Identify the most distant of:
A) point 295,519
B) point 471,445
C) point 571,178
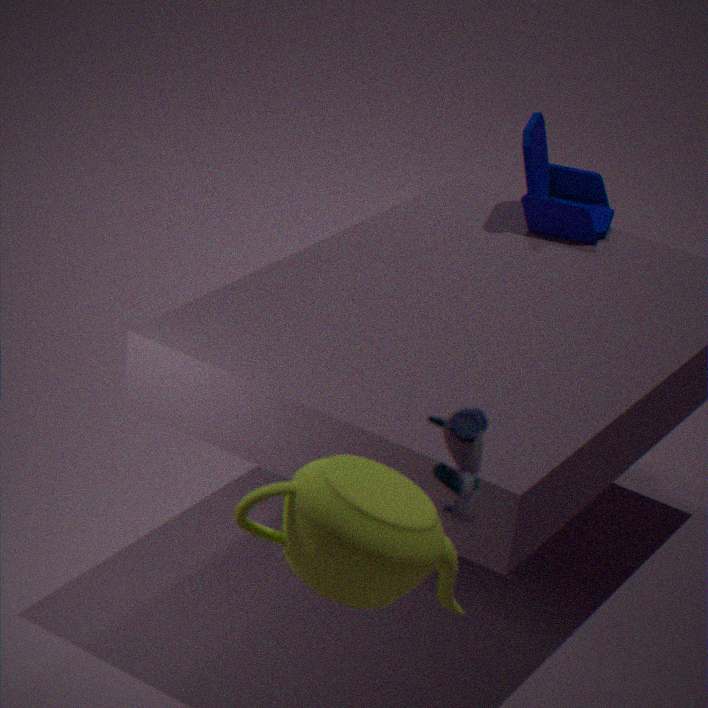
point 571,178
